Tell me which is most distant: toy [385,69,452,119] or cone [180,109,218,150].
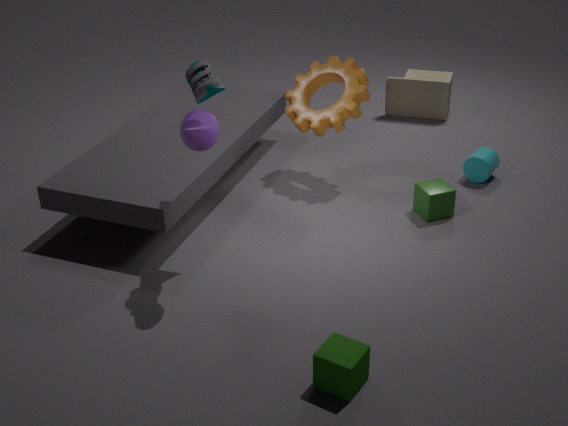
toy [385,69,452,119]
